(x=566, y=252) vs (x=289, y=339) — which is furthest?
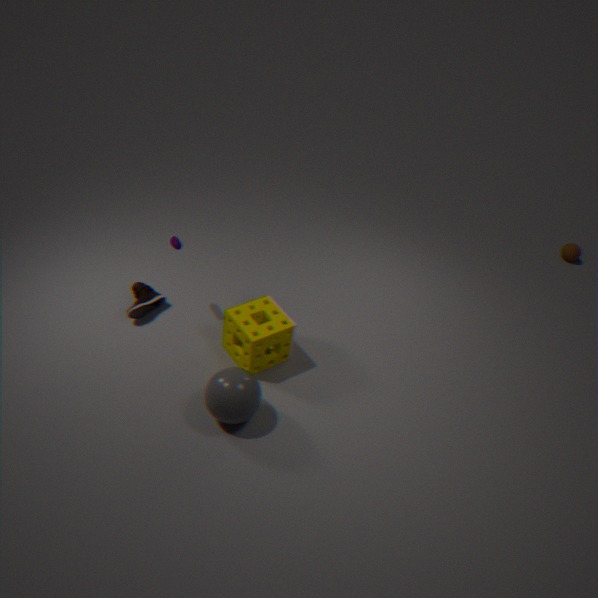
(x=566, y=252)
